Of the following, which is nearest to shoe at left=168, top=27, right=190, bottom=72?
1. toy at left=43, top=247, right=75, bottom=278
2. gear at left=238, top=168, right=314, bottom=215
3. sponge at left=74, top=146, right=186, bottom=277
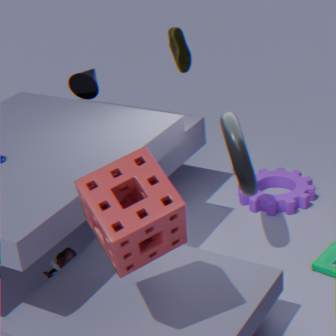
gear at left=238, top=168, right=314, bottom=215
